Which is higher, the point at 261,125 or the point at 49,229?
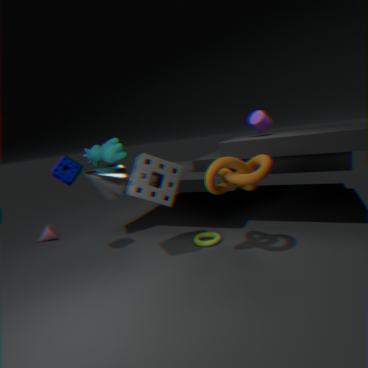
the point at 261,125
